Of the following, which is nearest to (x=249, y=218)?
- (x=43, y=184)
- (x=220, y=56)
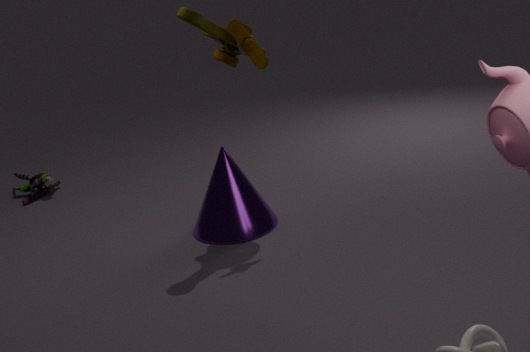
(x=220, y=56)
